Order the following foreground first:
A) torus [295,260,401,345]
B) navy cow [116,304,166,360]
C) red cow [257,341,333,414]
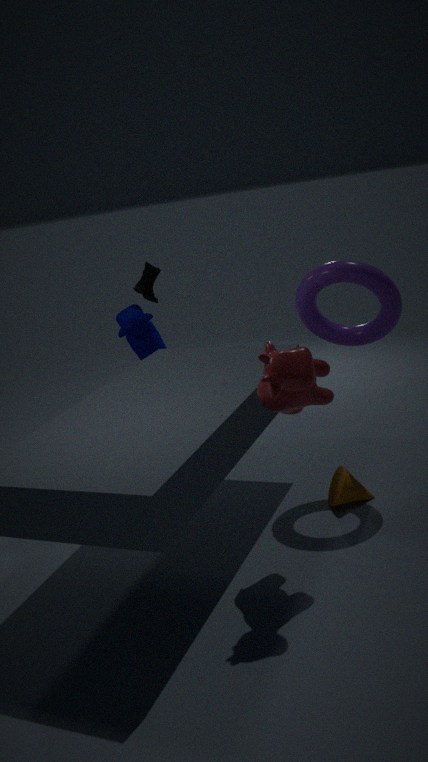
red cow [257,341,333,414] → torus [295,260,401,345] → navy cow [116,304,166,360]
